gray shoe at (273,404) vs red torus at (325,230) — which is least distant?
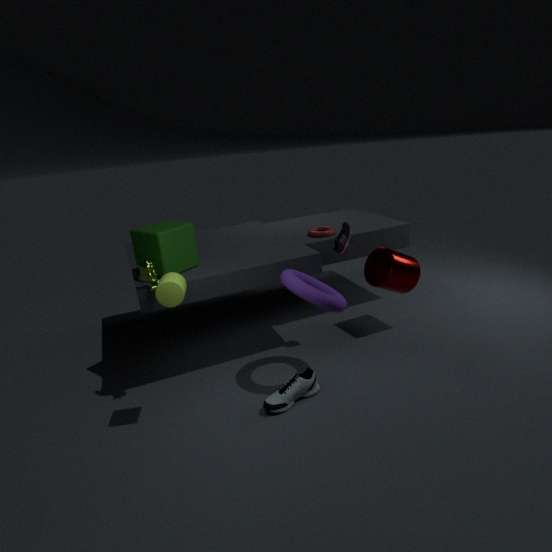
gray shoe at (273,404)
